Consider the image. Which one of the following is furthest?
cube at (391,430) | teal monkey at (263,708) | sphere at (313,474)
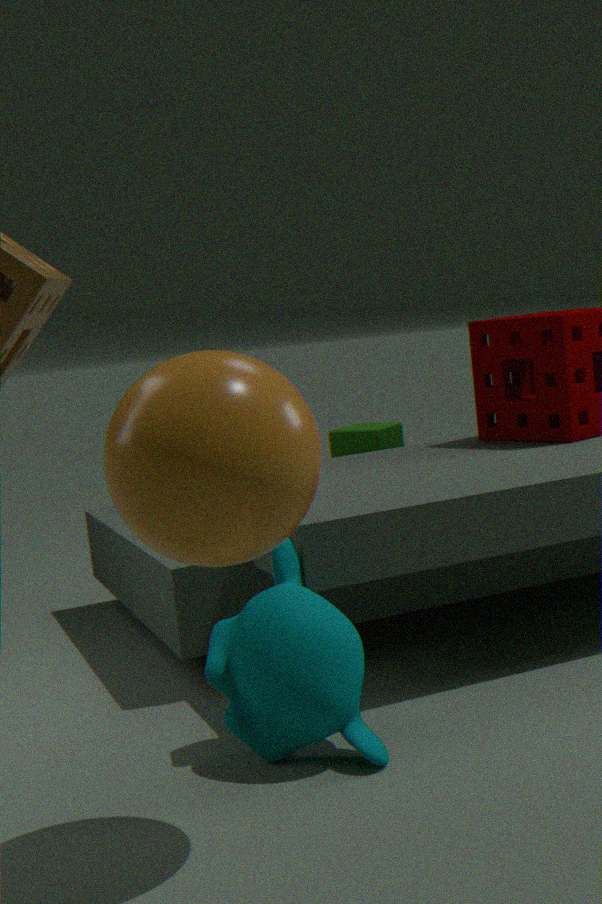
cube at (391,430)
